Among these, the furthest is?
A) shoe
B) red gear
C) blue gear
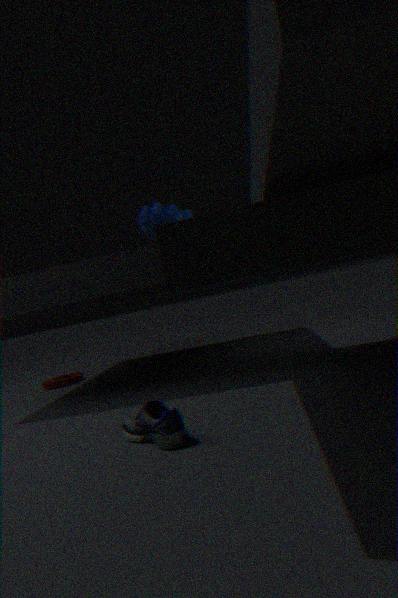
blue gear
